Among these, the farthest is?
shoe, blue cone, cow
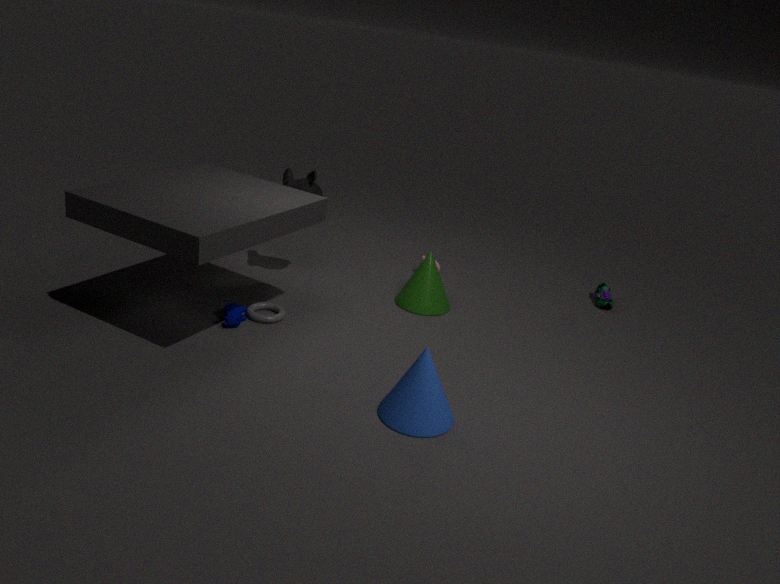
shoe
